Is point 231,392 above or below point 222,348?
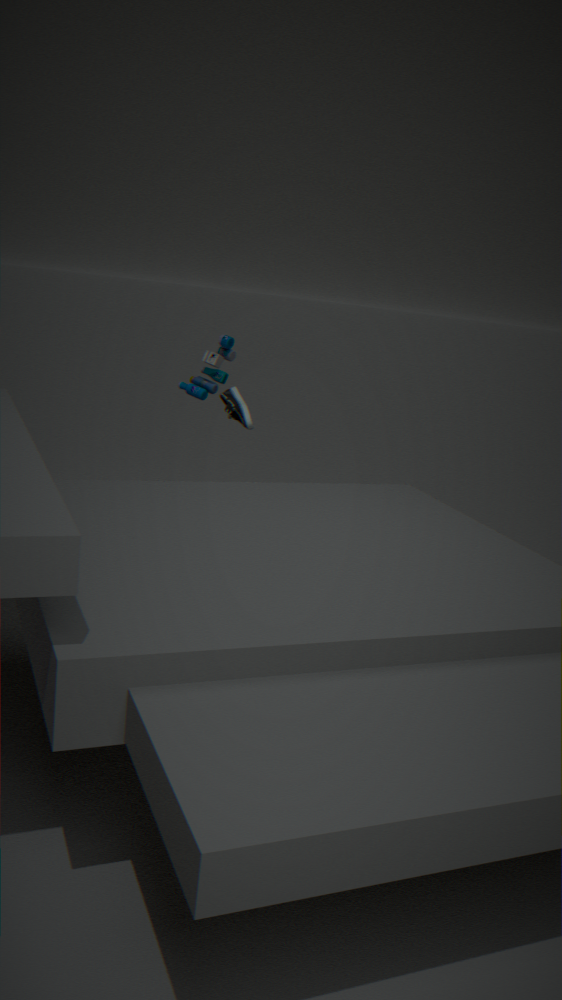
below
